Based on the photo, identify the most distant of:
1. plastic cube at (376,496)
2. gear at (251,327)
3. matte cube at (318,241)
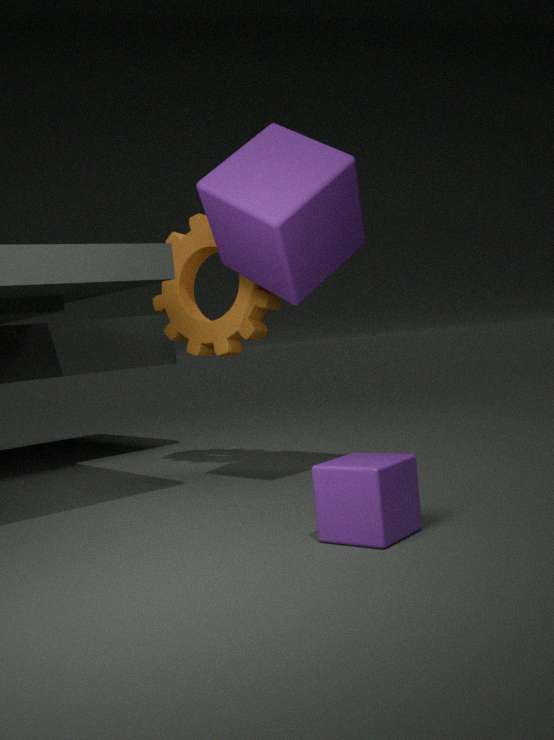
gear at (251,327)
